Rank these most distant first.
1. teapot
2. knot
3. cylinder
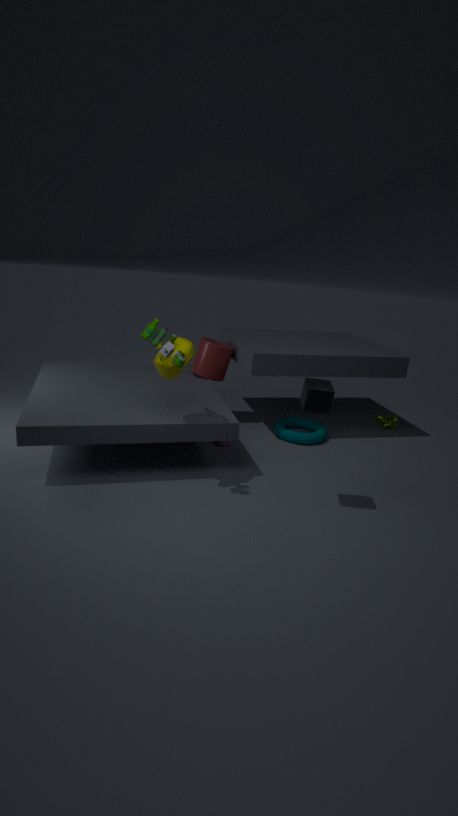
knot → cylinder → teapot
